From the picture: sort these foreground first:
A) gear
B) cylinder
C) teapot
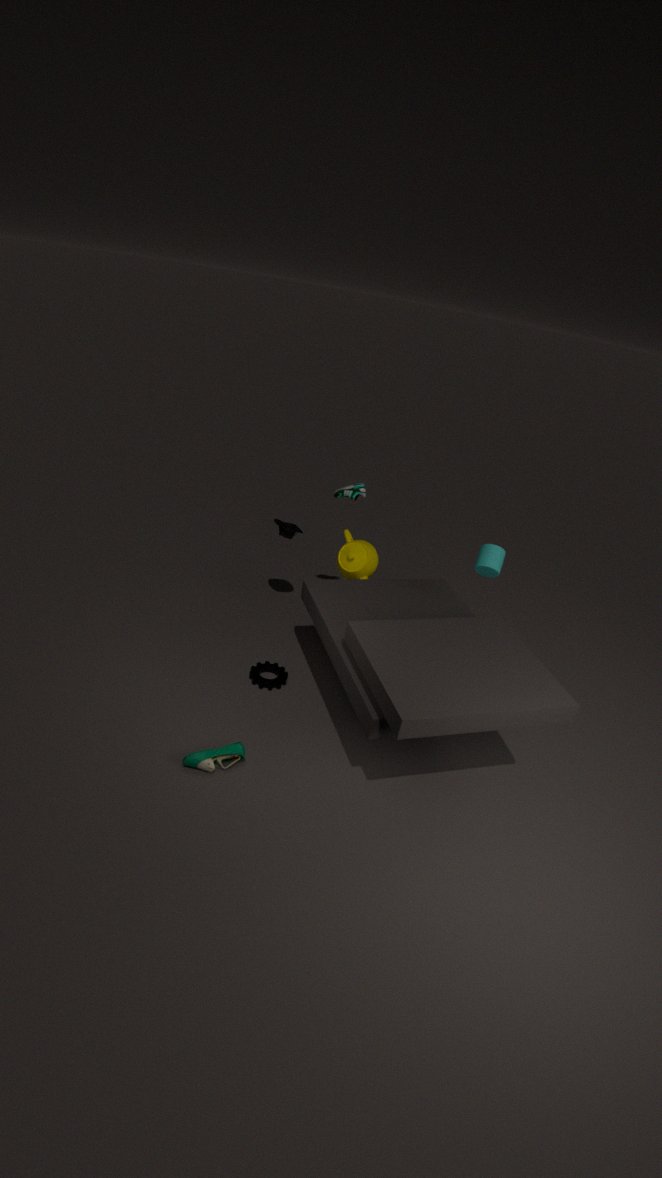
1. cylinder
2. gear
3. teapot
